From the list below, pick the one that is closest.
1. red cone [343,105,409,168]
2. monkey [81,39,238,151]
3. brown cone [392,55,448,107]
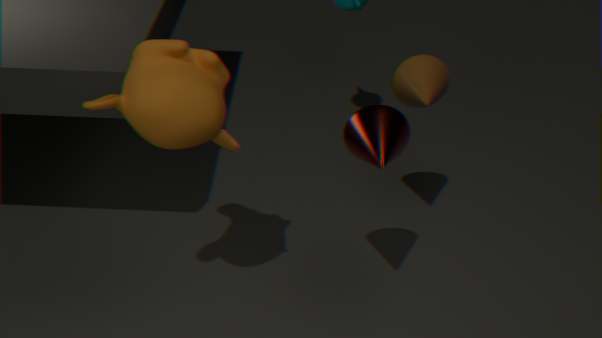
monkey [81,39,238,151]
